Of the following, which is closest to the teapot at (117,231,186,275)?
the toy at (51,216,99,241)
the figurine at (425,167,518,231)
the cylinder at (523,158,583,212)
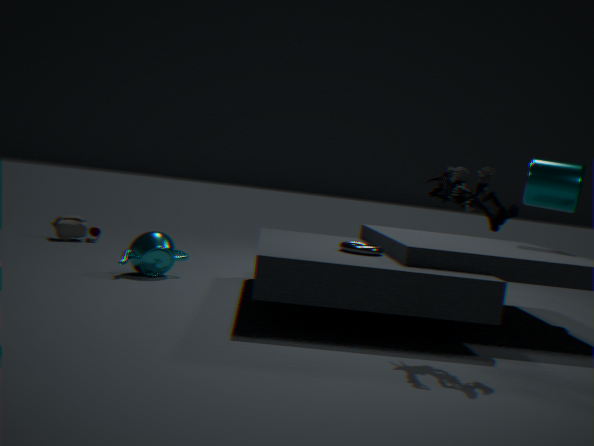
the toy at (51,216,99,241)
